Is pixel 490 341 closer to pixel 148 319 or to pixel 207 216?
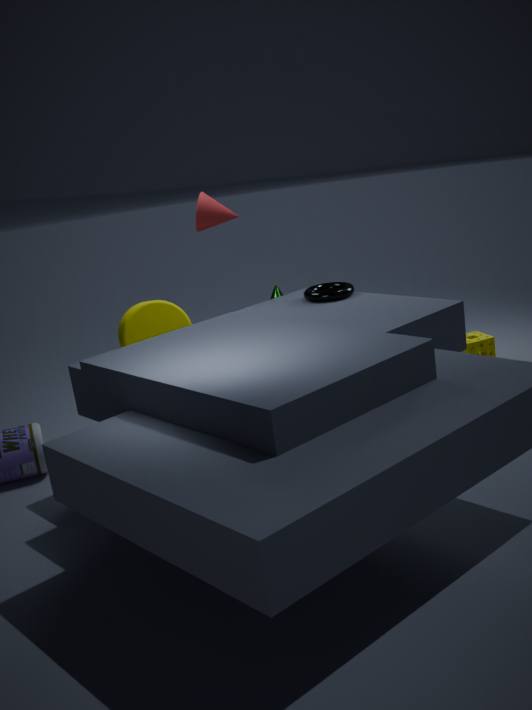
pixel 207 216
